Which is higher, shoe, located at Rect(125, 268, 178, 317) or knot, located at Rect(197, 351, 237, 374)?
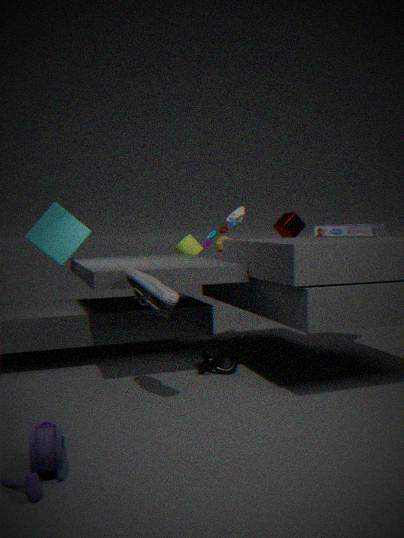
shoe, located at Rect(125, 268, 178, 317)
